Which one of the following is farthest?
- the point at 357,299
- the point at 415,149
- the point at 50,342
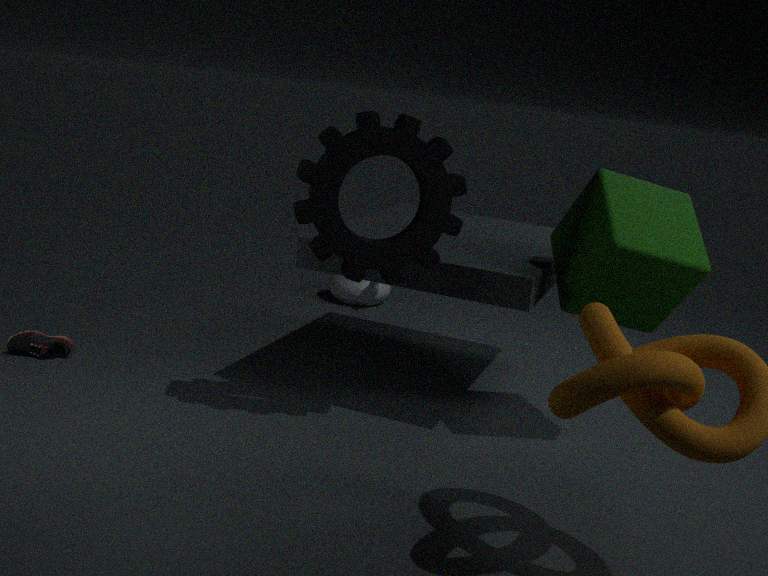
the point at 357,299
